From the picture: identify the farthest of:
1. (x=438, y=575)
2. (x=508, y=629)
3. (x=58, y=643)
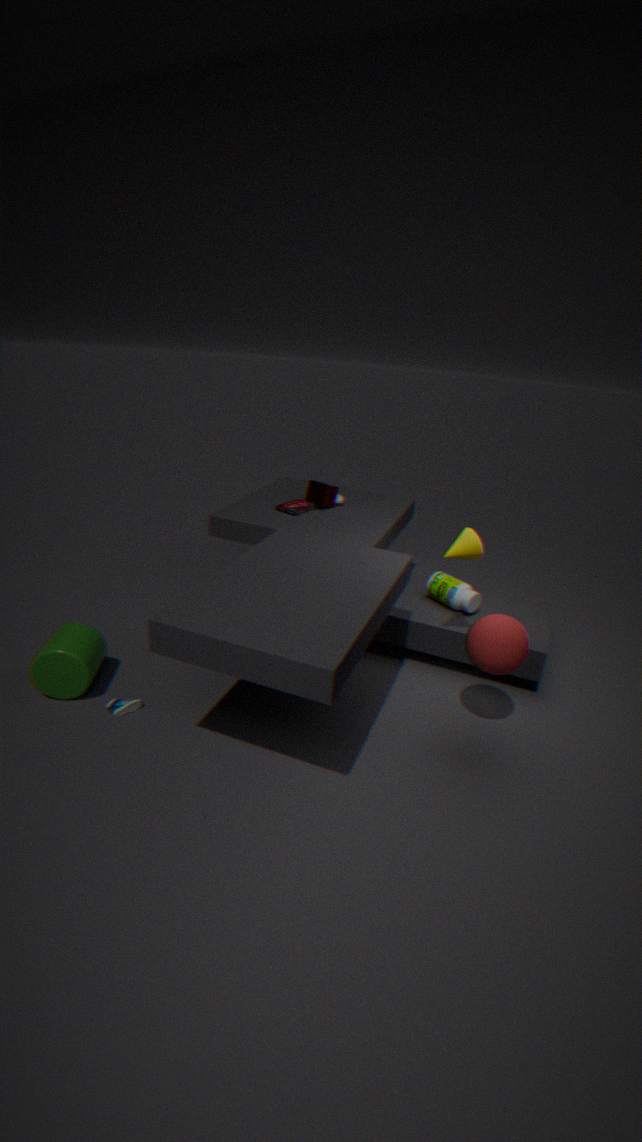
(x=438, y=575)
